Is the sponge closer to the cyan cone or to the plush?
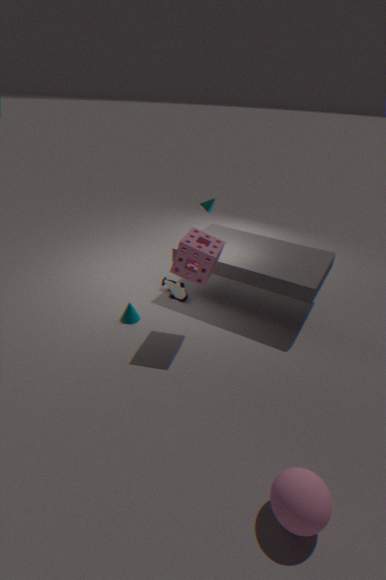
the plush
